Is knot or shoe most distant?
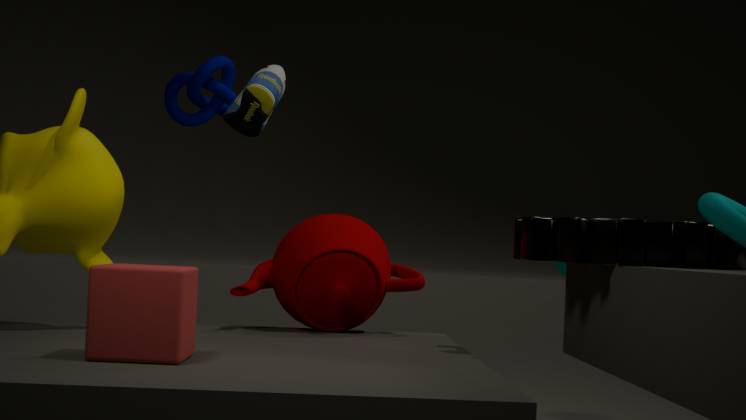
knot
